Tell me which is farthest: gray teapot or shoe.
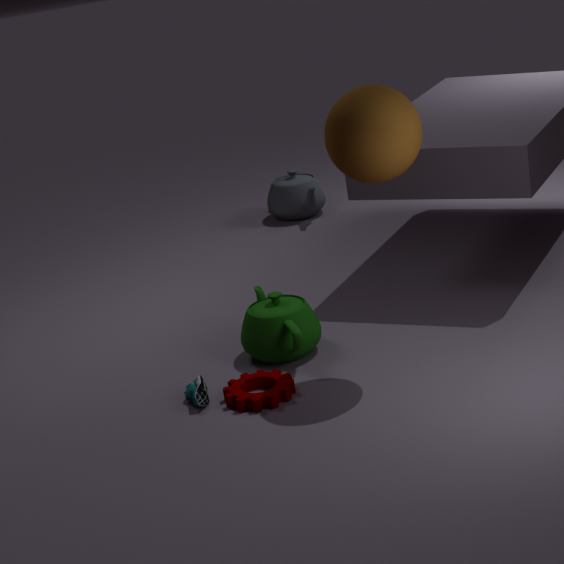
gray teapot
